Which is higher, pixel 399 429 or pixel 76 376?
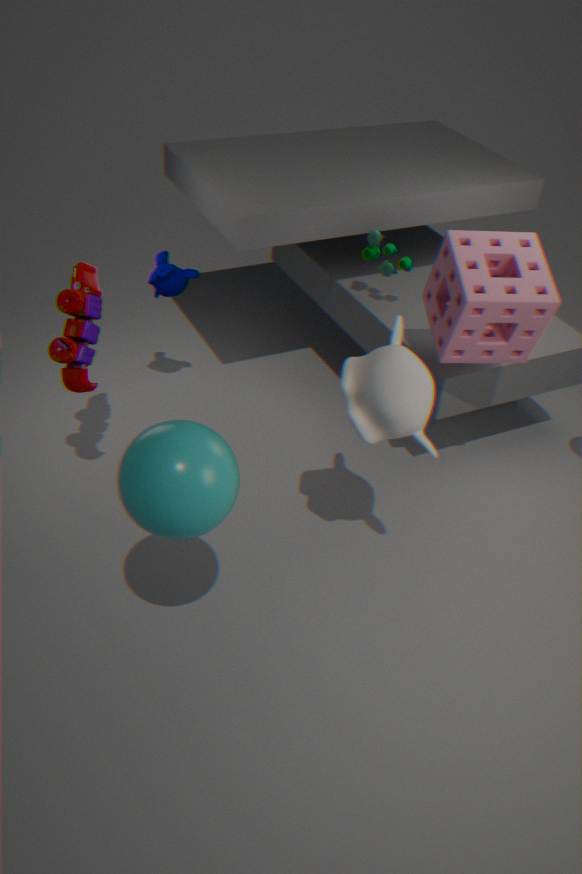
pixel 399 429
